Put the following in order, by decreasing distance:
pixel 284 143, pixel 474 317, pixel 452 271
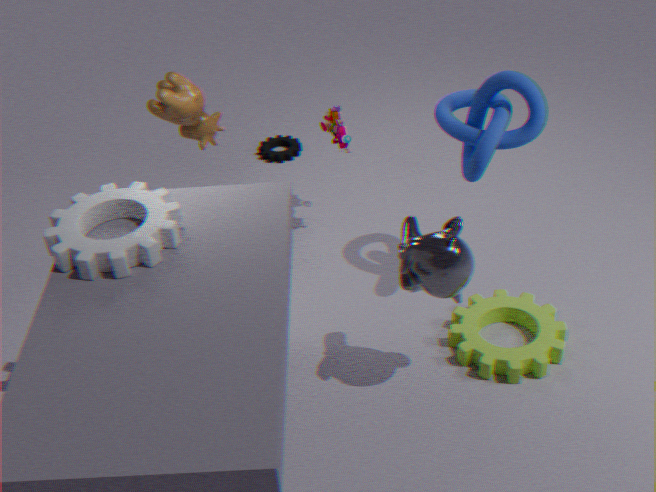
pixel 284 143 → pixel 474 317 → pixel 452 271
